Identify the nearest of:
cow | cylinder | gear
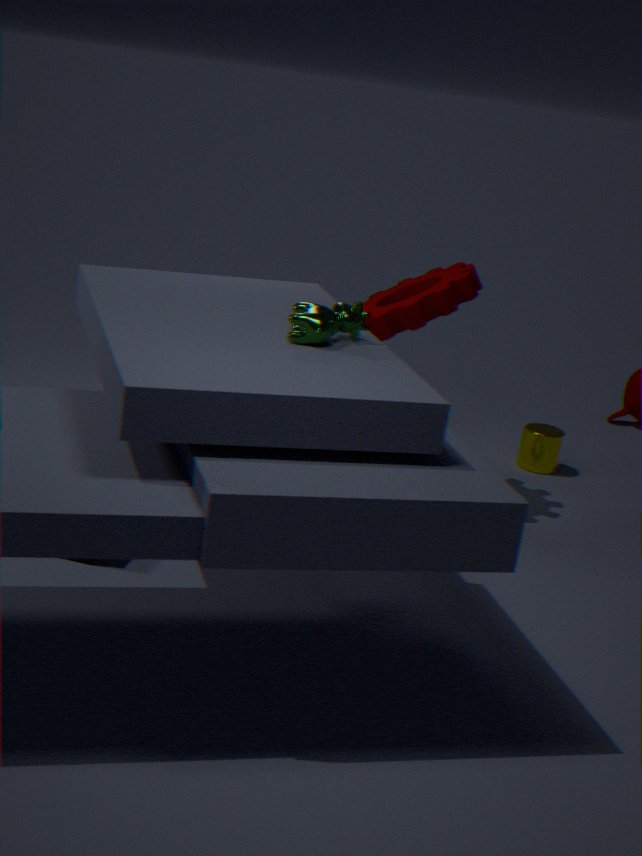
cow
